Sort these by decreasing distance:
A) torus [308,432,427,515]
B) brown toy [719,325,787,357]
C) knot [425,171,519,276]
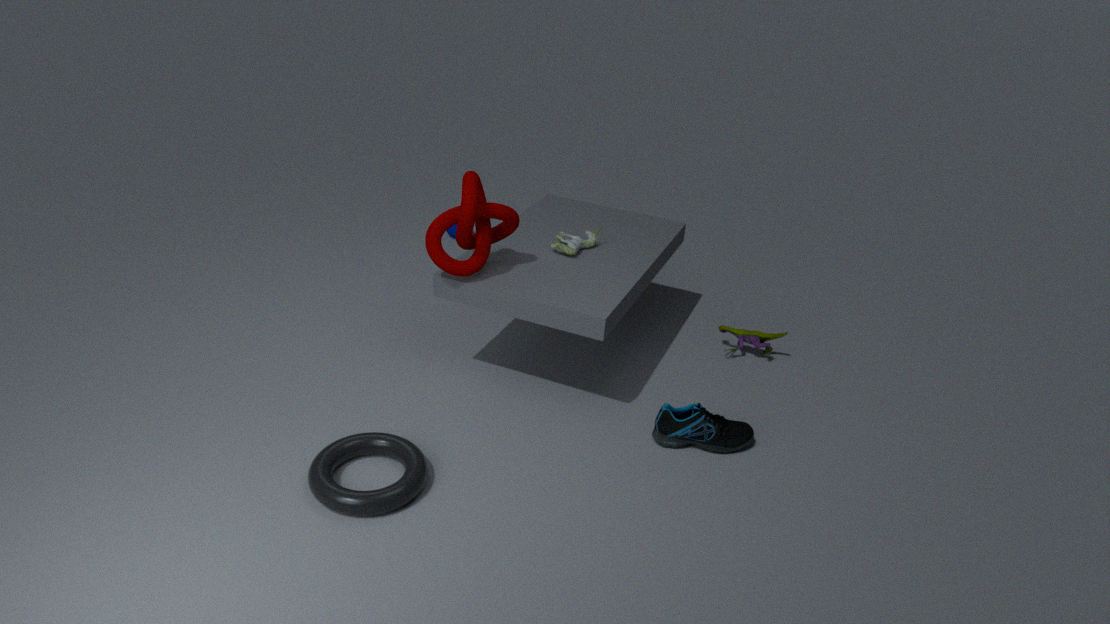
brown toy [719,325,787,357] → knot [425,171,519,276] → torus [308,432,427,515]
